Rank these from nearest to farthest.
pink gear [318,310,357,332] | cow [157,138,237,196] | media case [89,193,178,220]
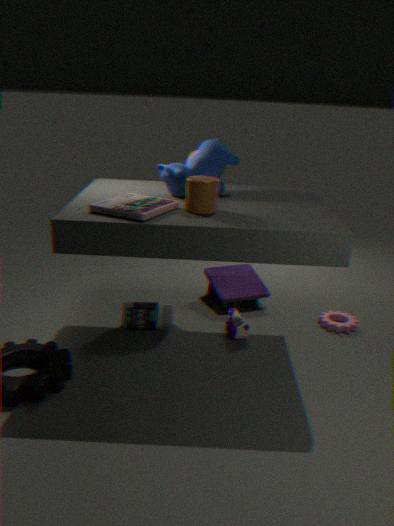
1. media case [89,193,178,220]
2. cow [157,138,237,196]
3. pink gear [318,310,357,332]
